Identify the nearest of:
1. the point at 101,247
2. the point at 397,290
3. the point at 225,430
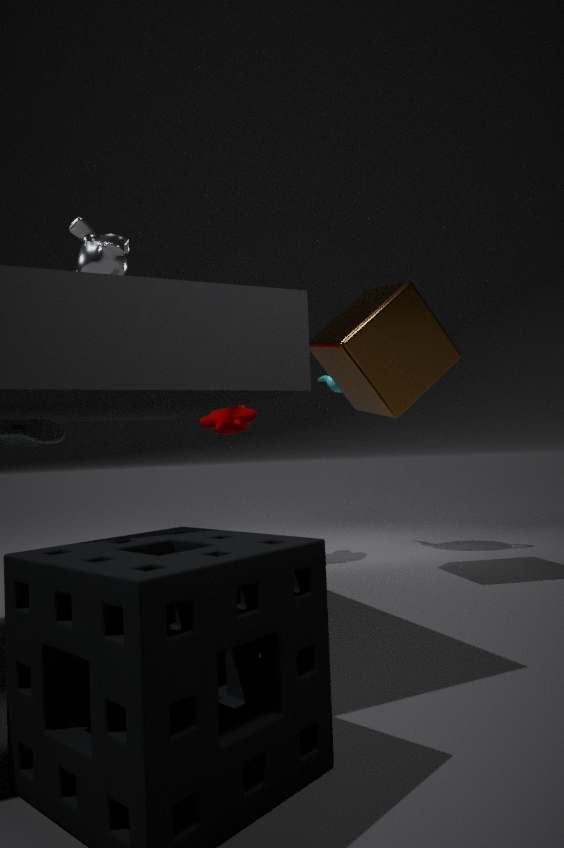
the point at 101,247
